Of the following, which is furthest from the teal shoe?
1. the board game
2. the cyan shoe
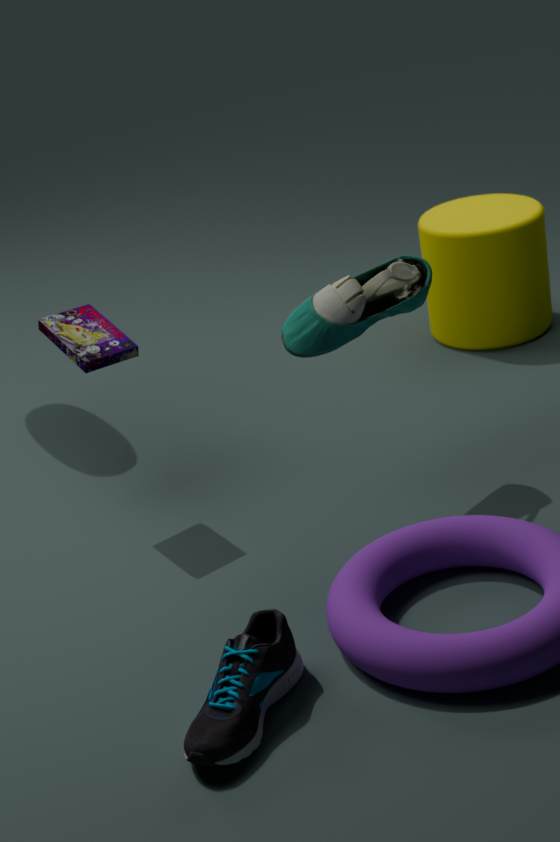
the cyan shoe
